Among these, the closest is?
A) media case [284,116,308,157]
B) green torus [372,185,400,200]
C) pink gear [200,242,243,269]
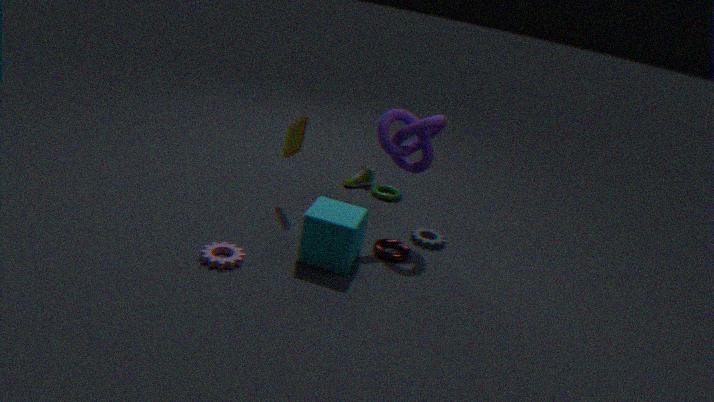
pink gear [200,242,243,269]
